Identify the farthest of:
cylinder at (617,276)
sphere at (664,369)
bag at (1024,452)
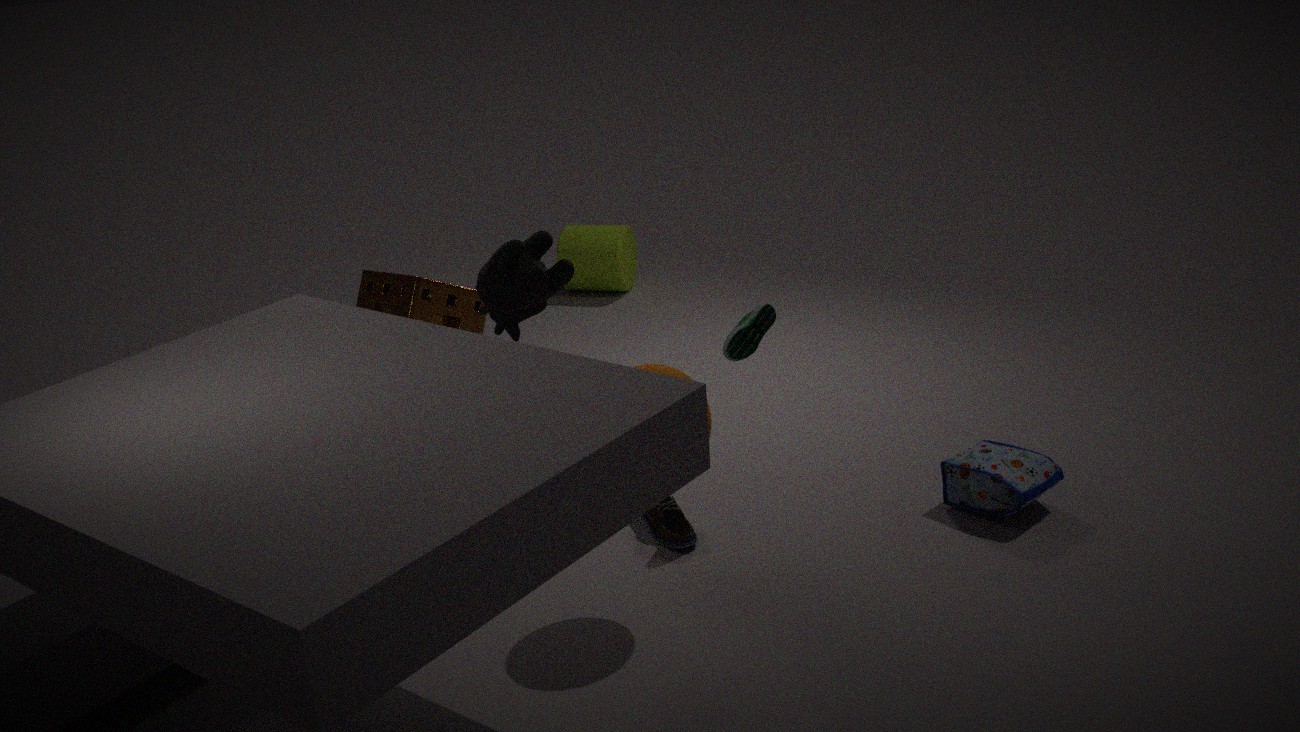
cylinder at (617,276)
